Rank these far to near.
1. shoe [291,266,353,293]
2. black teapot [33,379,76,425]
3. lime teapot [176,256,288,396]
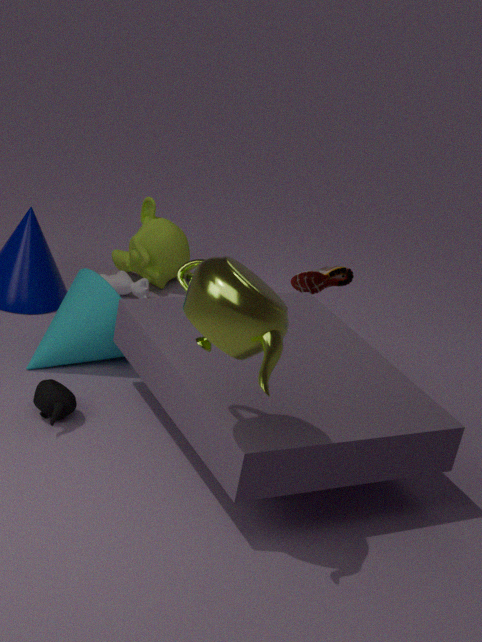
shoe [291,266,353,293], black teapot [33,379,76,425], lime teapot [176,256,288,396]
